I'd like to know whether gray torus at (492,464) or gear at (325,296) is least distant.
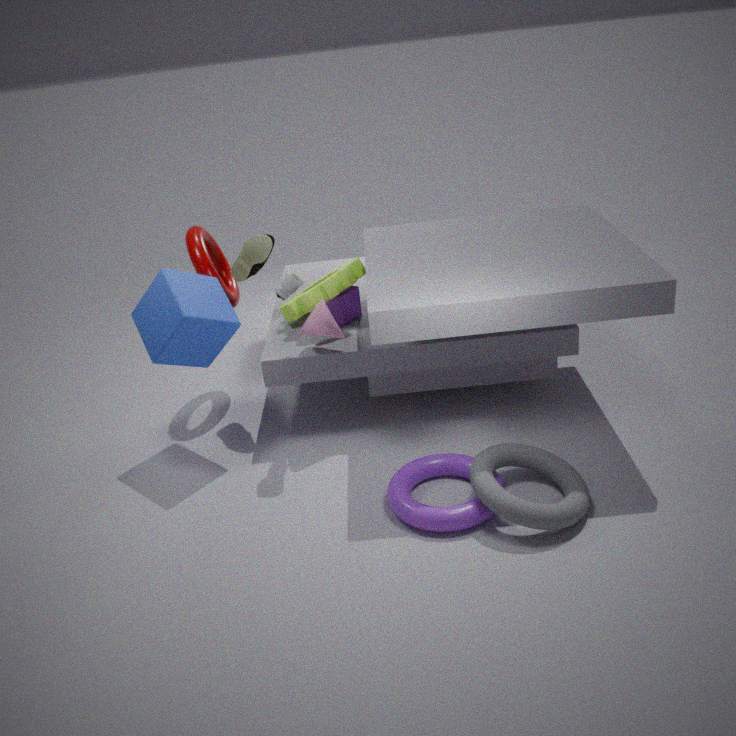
gray torus at (492,464)
